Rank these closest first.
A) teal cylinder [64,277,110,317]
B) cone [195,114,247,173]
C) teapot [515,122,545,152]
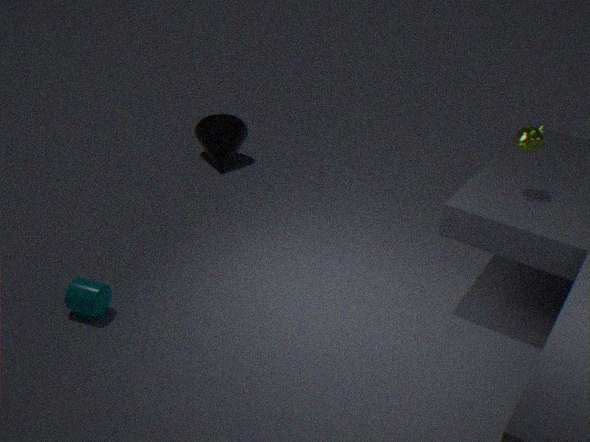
A. teal cylinder [64,277,110,317] → C. teapot [515,122,545,152] → B. cone [195,114,247,173]
